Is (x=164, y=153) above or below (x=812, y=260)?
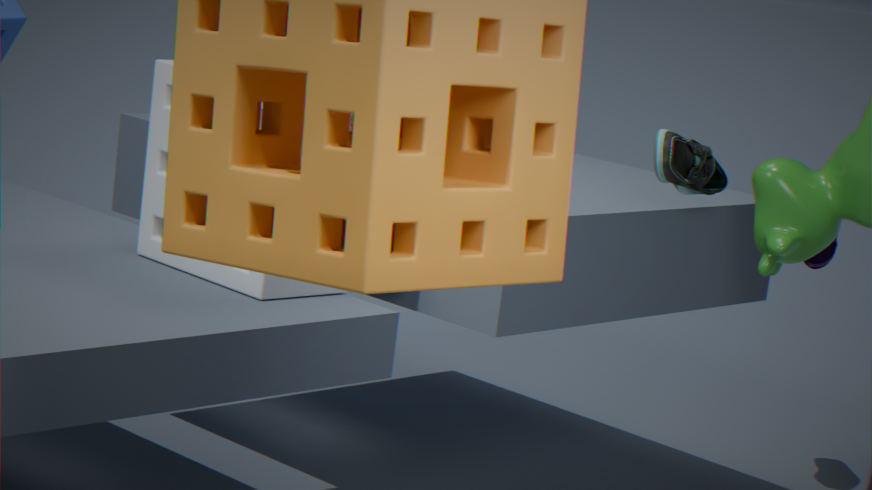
above
